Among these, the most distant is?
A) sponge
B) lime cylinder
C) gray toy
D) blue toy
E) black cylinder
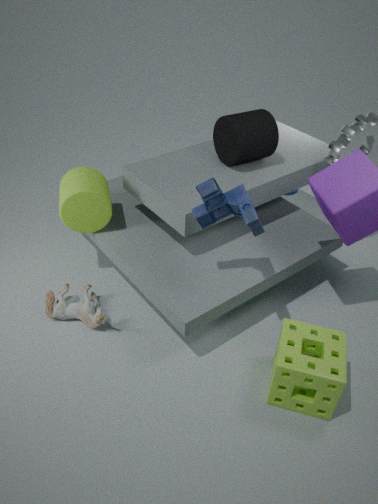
black cylinder
